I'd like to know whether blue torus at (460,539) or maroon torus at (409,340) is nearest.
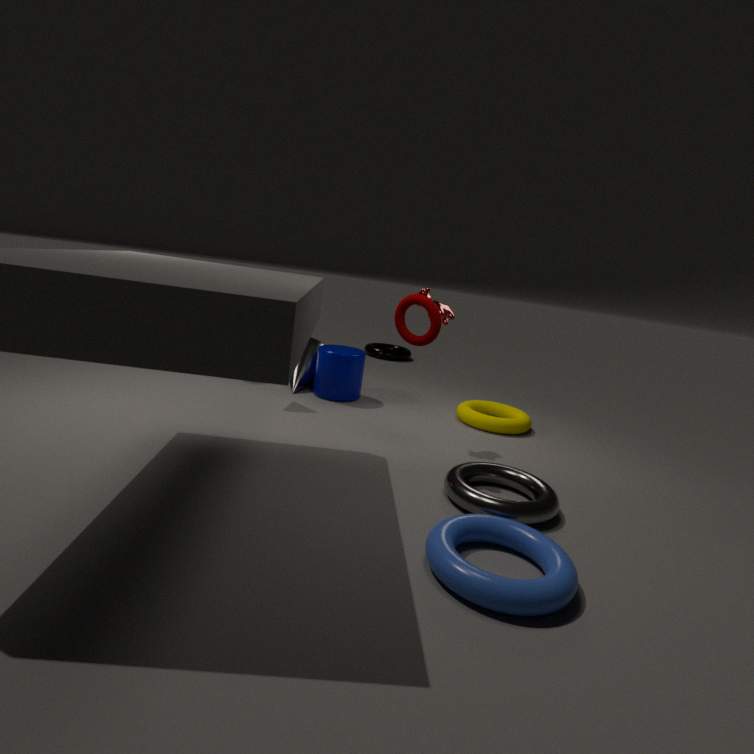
blue torus at (460,539)
